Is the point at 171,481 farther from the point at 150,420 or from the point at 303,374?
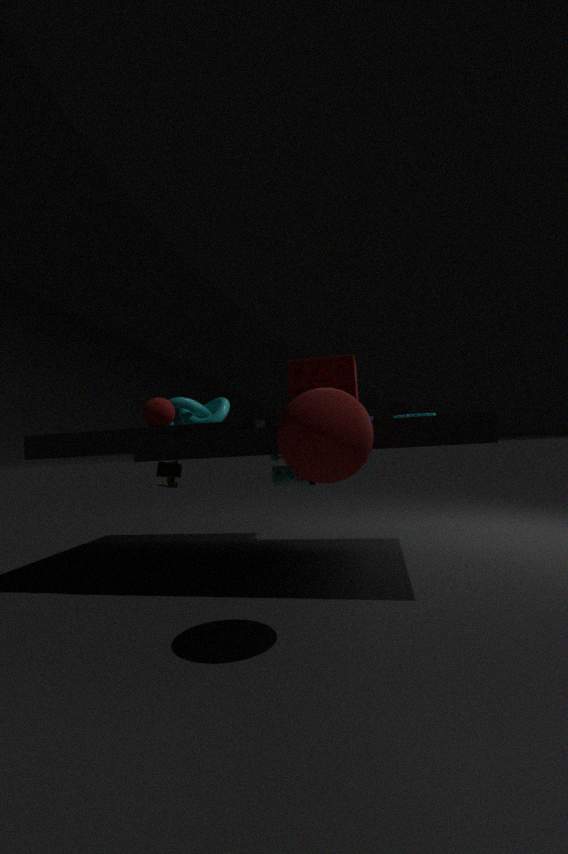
the point at 303,374
